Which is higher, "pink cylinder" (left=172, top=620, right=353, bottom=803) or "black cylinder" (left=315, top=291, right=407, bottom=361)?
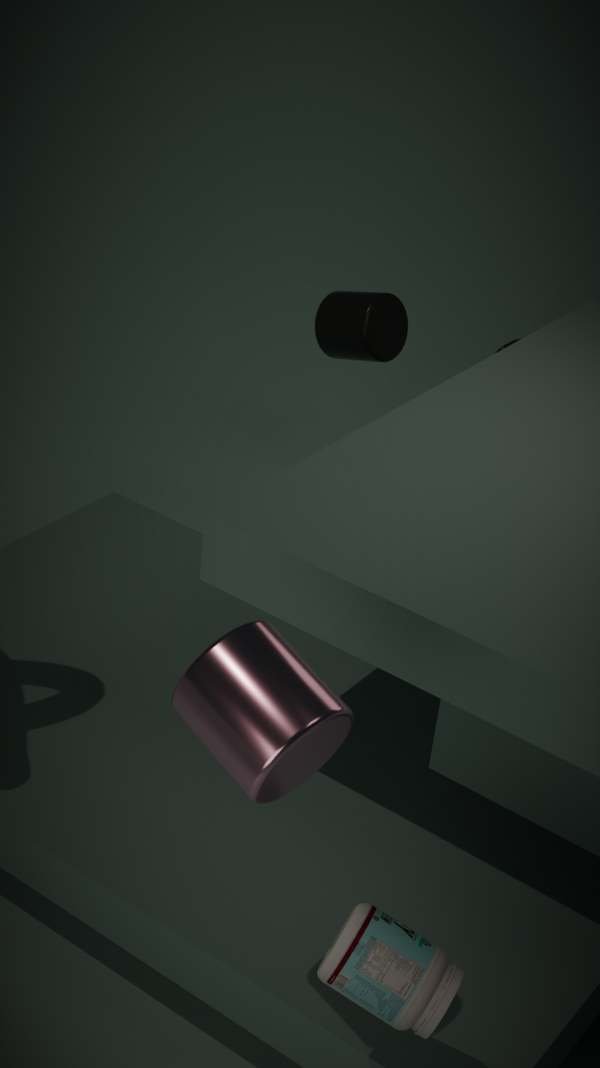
"pink cylinder" (left=172, top=620, right=353, bottom=803)
